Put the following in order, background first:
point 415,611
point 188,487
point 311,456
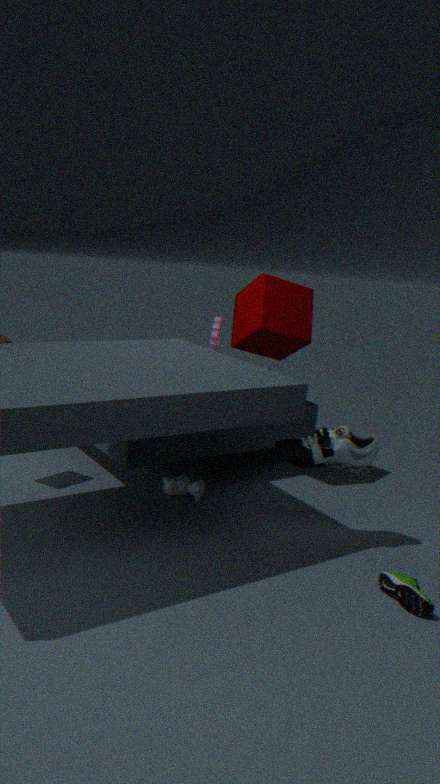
point 188,487, point 311,456, point 415,611
